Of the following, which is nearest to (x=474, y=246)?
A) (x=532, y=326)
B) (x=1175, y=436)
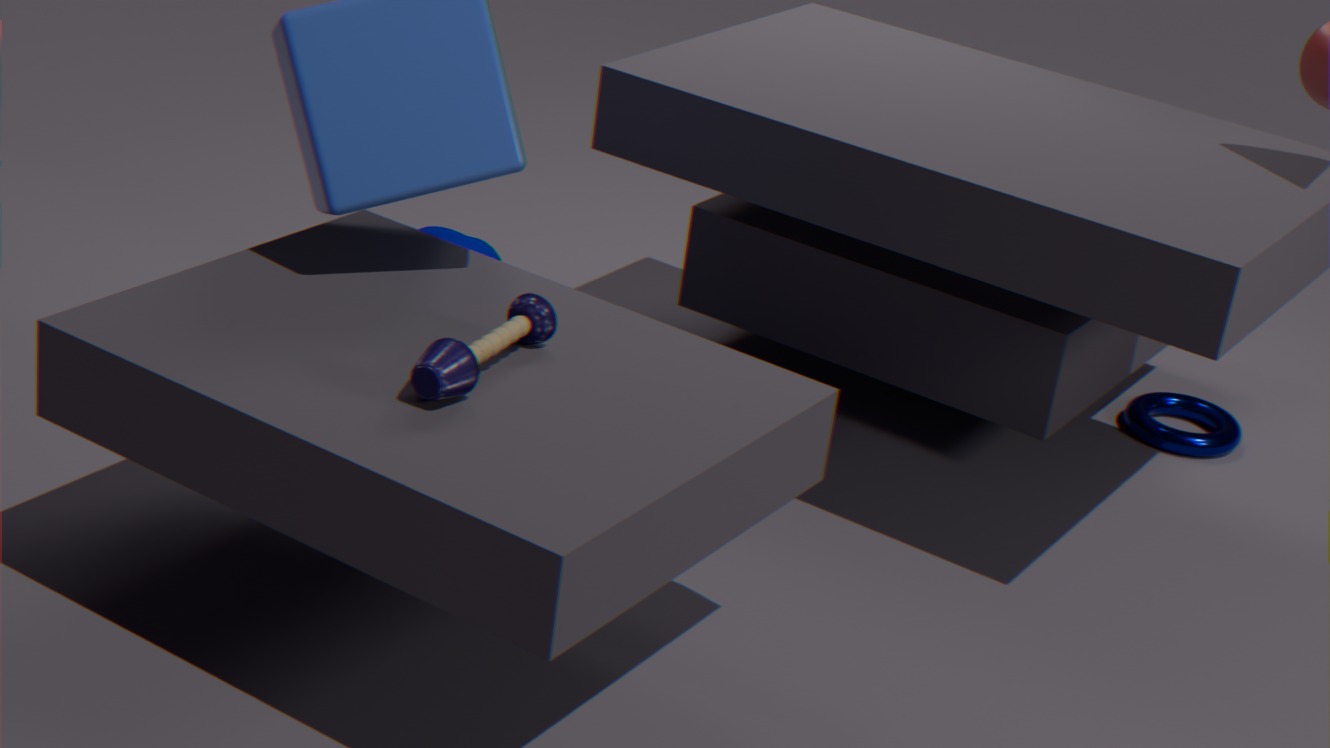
(x=532, y=326)
